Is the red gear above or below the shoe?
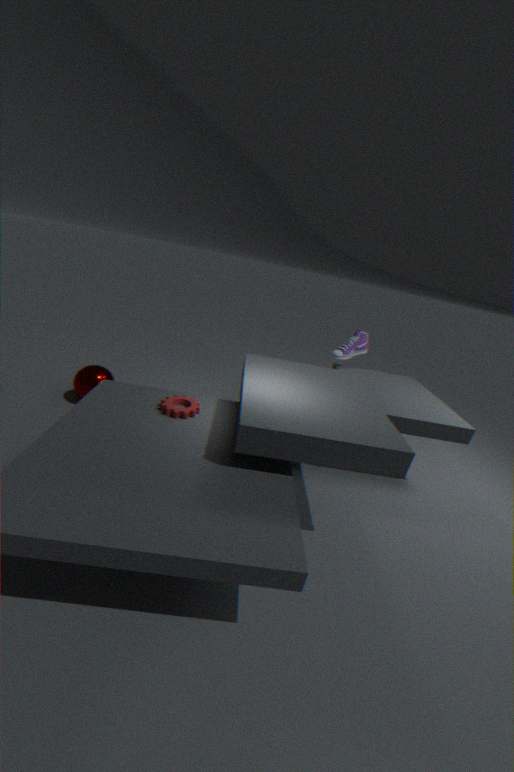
below
